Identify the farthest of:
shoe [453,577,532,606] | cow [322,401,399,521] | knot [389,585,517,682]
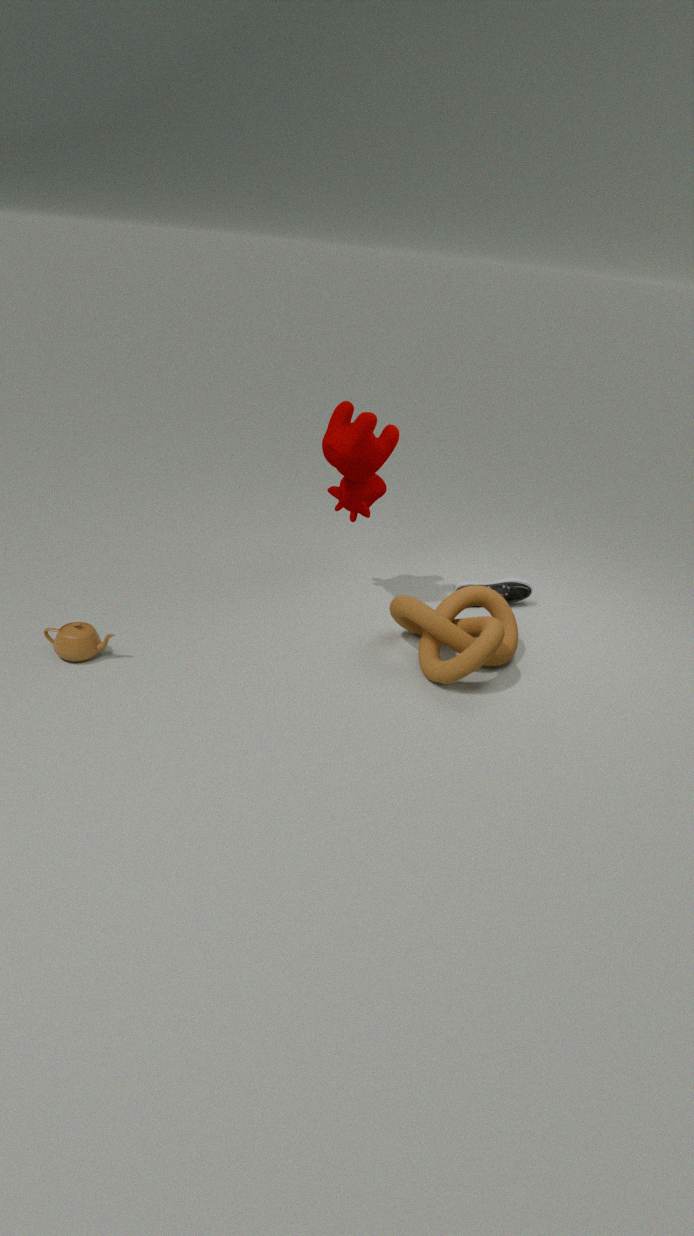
shoe [453,577,532,606]
